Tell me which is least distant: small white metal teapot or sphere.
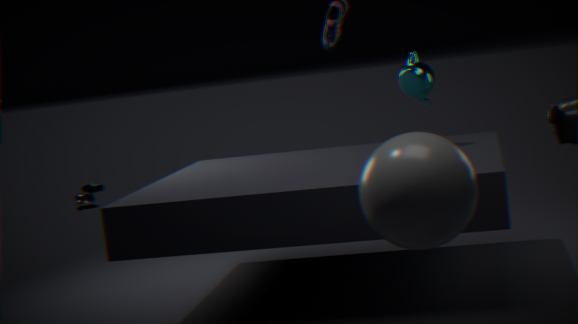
sphere
